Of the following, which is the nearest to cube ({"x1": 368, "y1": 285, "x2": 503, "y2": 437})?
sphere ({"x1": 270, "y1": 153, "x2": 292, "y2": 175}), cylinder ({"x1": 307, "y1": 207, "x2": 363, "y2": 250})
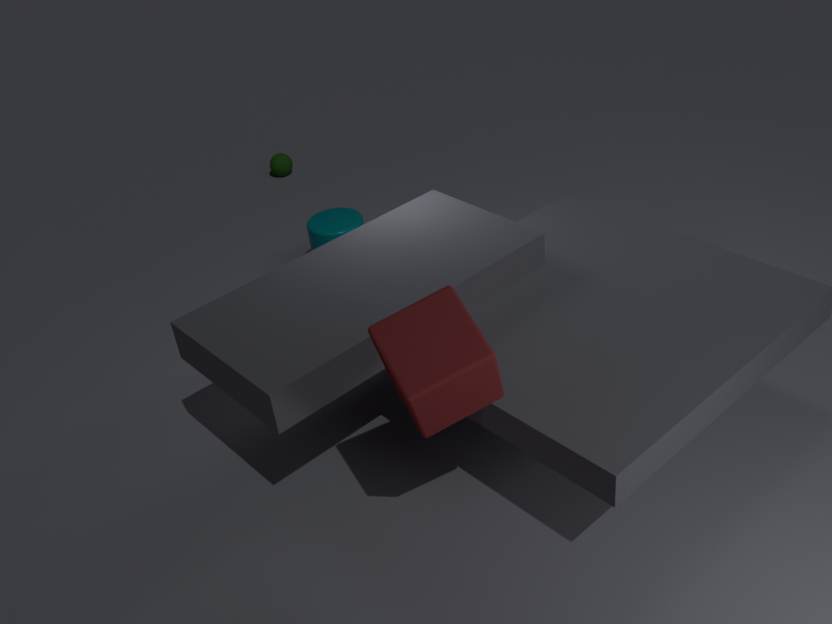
cylinder ({"x1": 307, "y1": 207, "x2": 363, "y2": 250})
